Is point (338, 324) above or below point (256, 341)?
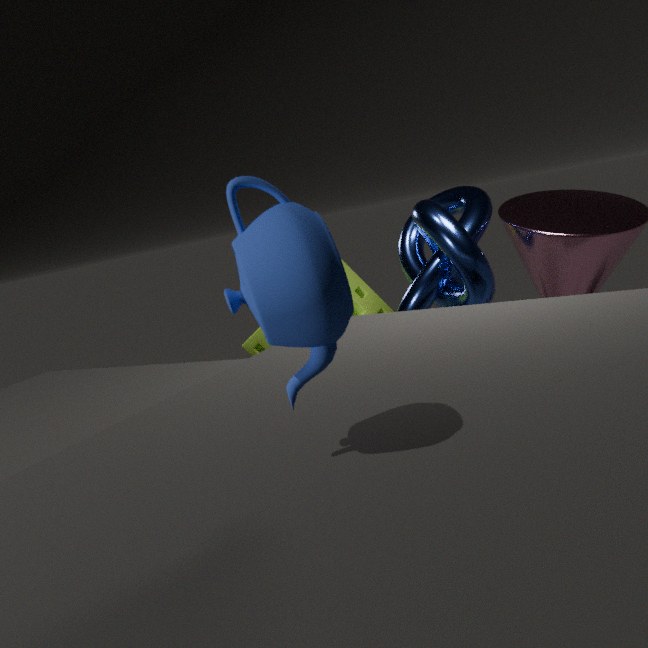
above
